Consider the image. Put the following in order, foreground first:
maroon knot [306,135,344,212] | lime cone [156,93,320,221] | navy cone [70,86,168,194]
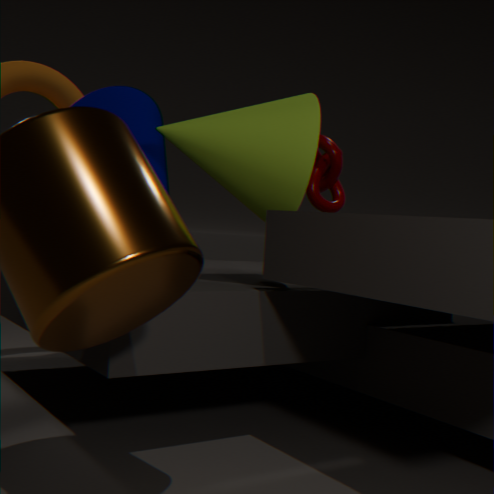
1. lime cone [156,93,320,221]
2. navy cone [70,86,168,194]
3. maroon knot [306,135,344,212]
